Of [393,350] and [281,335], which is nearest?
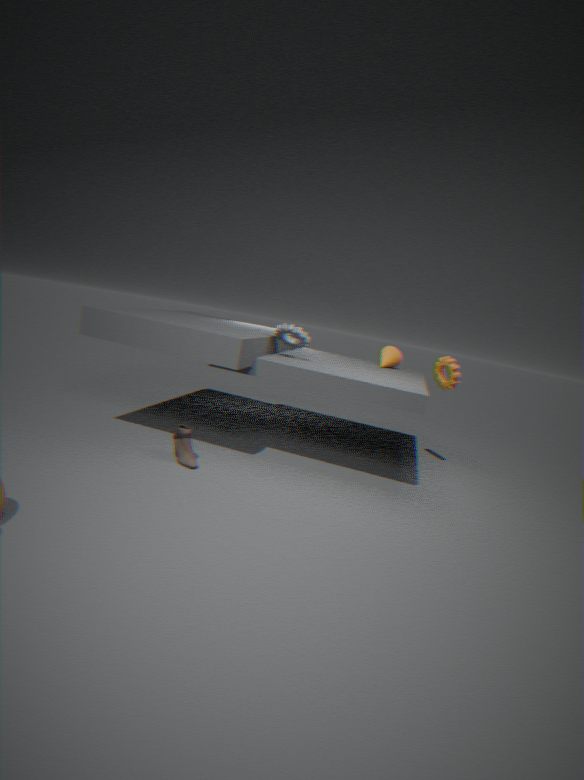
[281,335]
